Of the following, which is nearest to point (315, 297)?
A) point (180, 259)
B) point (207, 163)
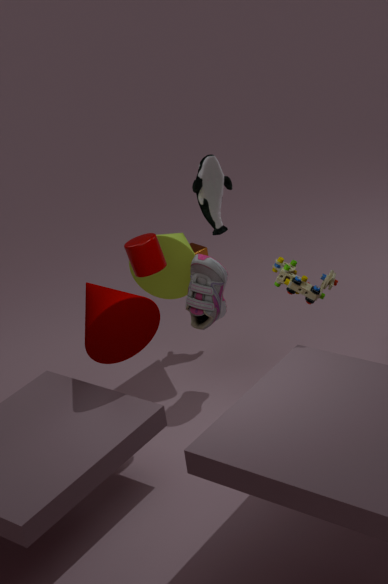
point (180, 259)
